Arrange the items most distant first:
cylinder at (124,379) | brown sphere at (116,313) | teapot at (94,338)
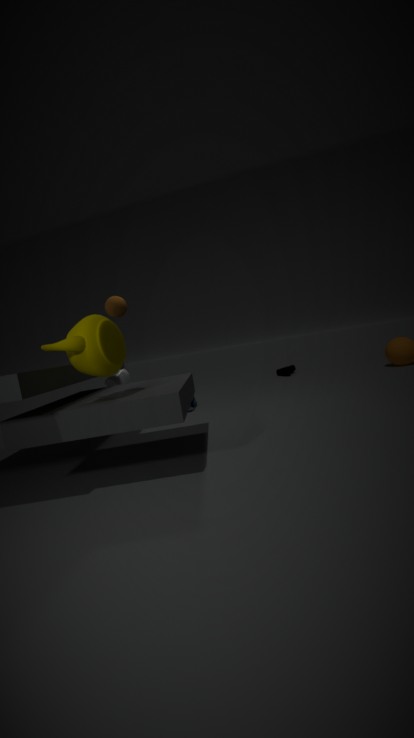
cylinder at (124,379)
brown sphere at (116,313)
teapot at (94,338)
